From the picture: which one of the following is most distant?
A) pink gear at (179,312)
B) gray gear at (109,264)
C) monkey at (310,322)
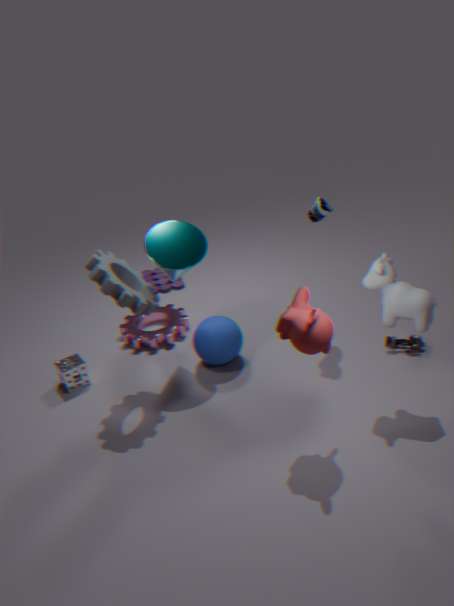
pink gear at (179,312)
